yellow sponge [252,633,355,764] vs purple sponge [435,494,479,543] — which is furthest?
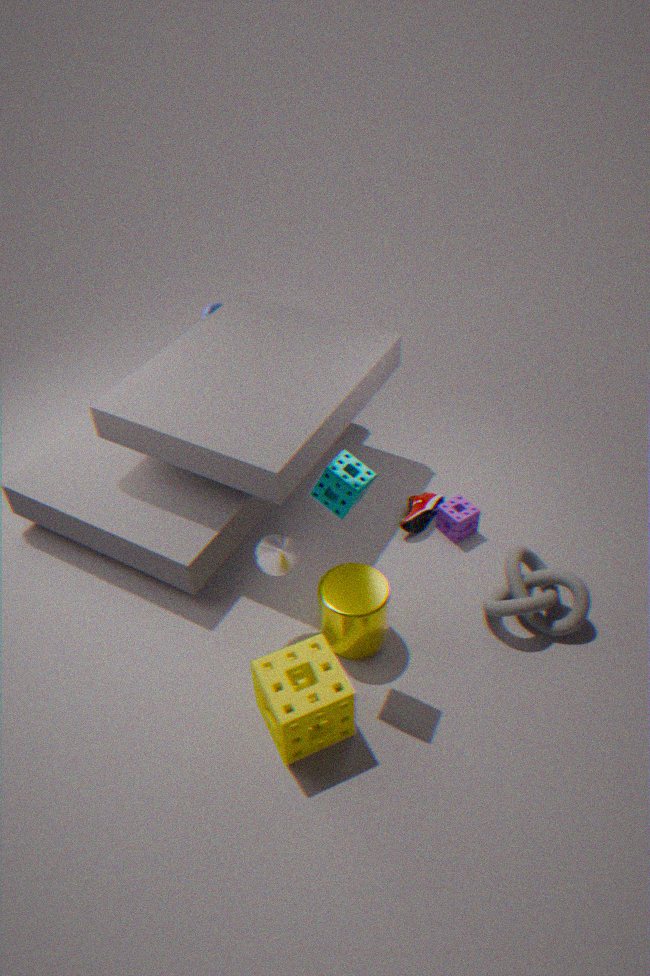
purple sponge [435,494,479,543]
